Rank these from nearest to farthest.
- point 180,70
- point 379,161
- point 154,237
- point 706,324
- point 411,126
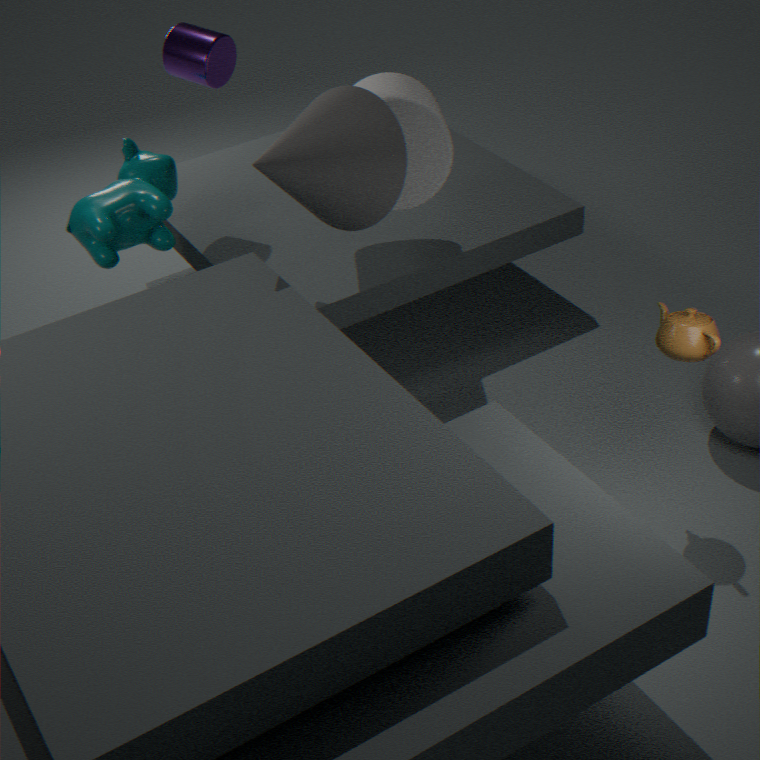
point 706,324 → point 379,161 → point 411,126 → point 154,237 → point 180,70
